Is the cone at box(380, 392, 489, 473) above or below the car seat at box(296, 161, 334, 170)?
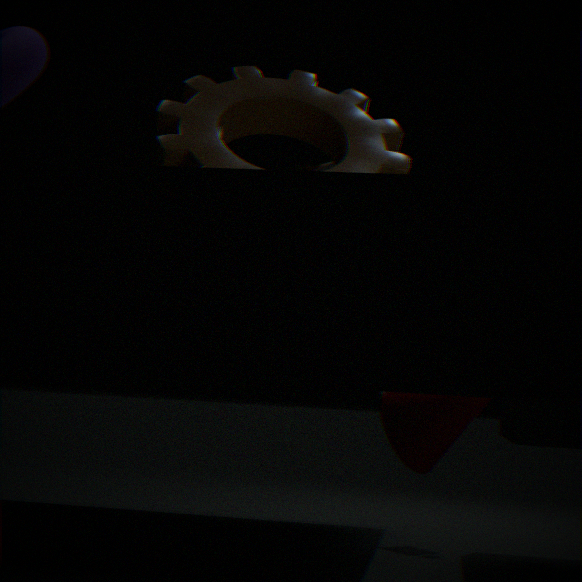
below
